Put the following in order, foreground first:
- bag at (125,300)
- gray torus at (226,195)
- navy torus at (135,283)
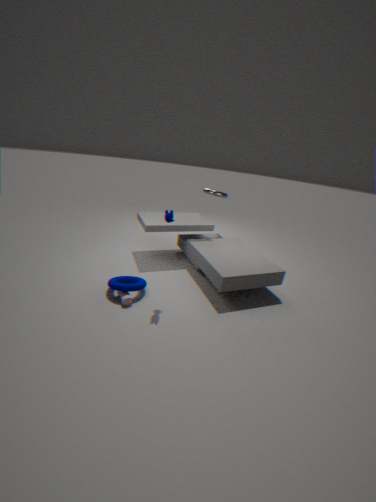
1. bag at (125,300)
2. navy torus at (135,283)
3. gray torus at (226,195)
